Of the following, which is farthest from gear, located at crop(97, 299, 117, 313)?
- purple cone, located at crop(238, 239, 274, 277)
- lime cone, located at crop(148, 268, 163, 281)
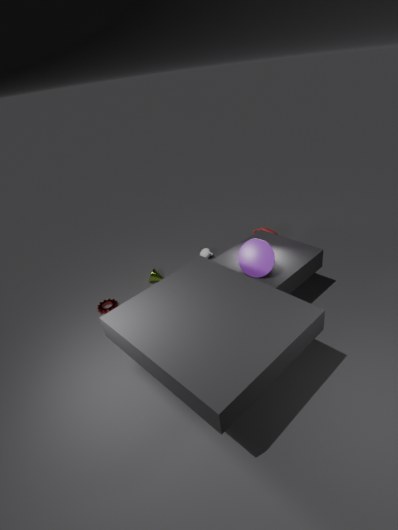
purple cone, located at crop(238, 239, 274, 277)
